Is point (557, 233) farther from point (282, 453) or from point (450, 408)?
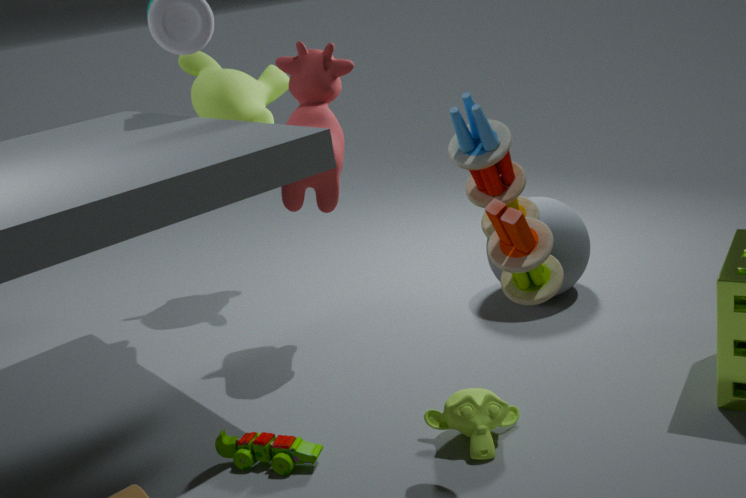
point (282, 453)
